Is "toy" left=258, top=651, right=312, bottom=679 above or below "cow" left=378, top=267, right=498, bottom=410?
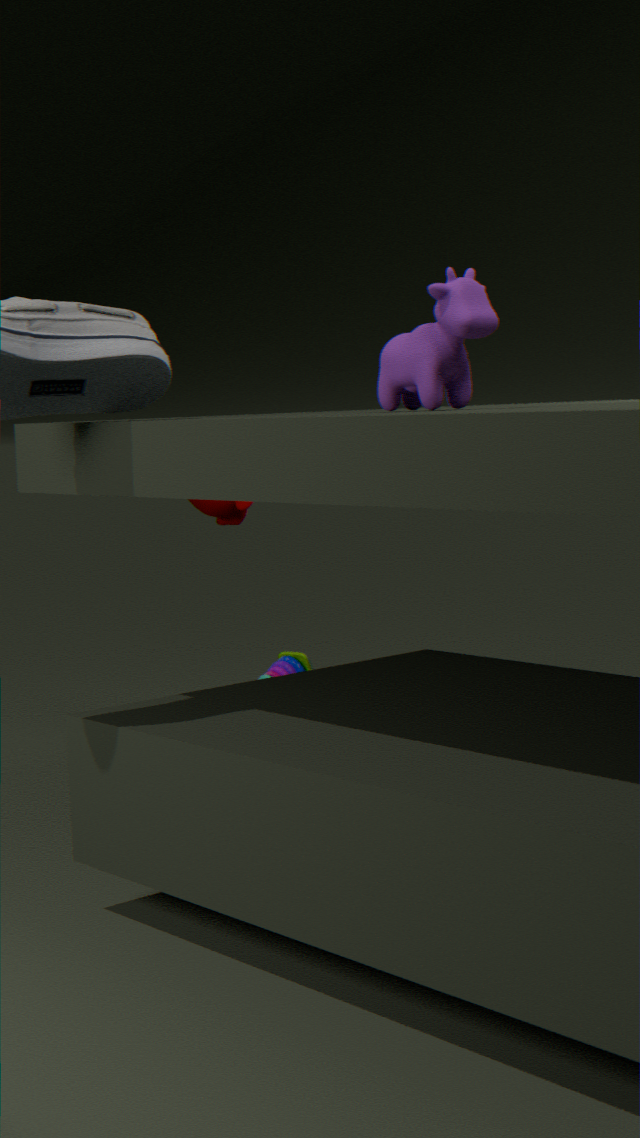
below
